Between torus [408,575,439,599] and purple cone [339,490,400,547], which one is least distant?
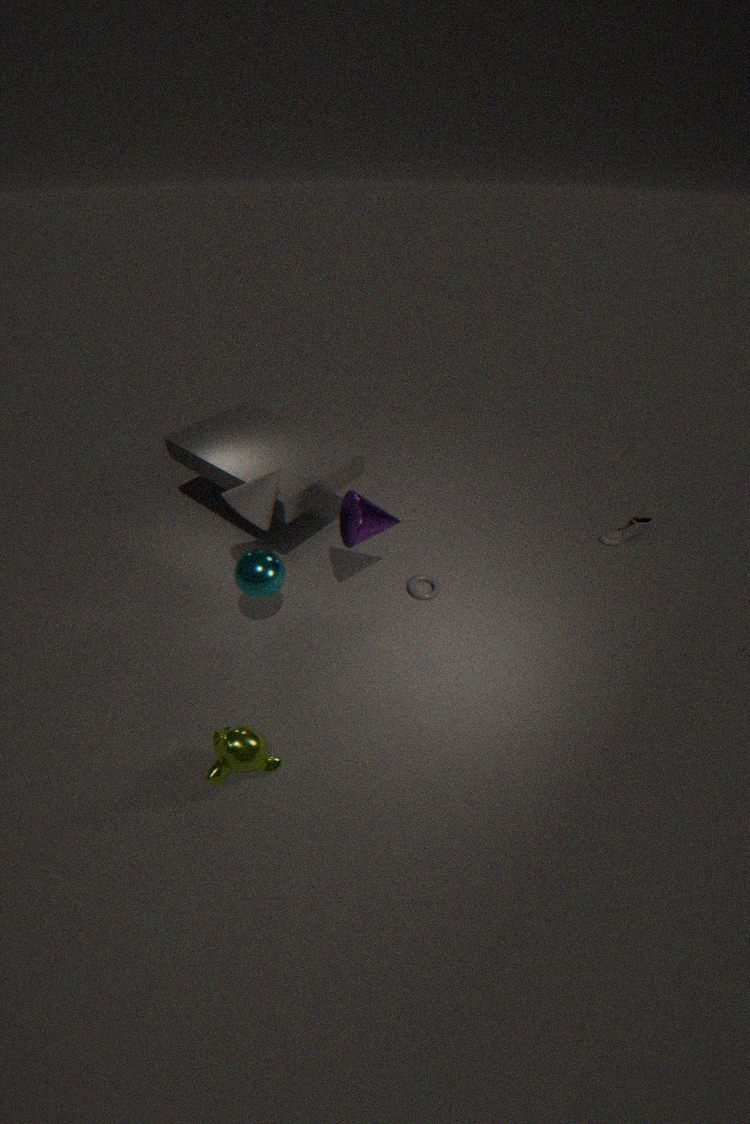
purple cone [339,490,400,547]
